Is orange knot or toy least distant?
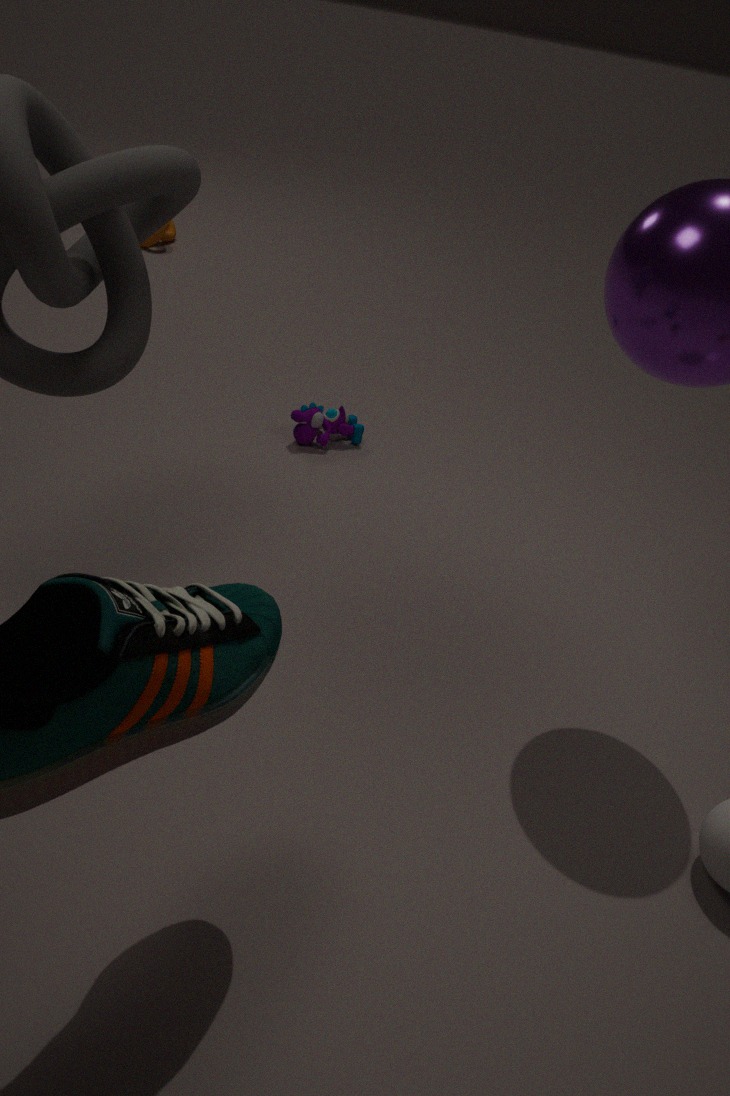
toy
